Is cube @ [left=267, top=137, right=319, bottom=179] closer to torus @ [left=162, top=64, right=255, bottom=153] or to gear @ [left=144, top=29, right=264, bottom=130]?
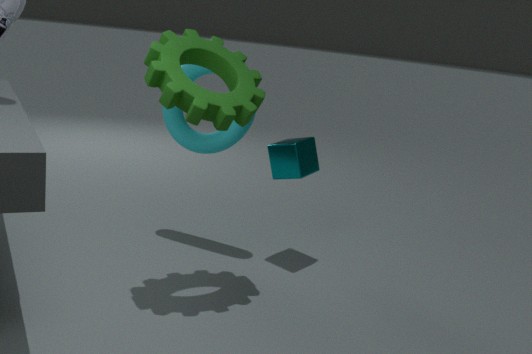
Answer: torus @ [left=162, top=64, right=255, bottom=153]
